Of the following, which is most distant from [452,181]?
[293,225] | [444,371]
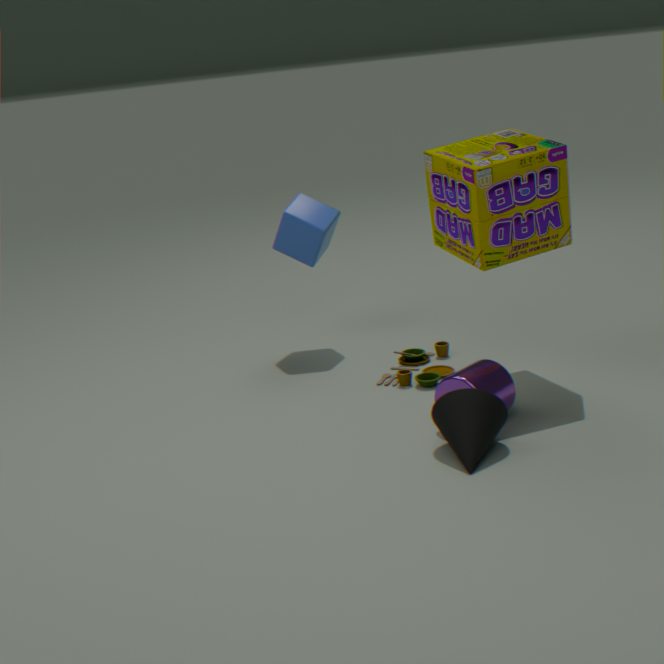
[293,225]
